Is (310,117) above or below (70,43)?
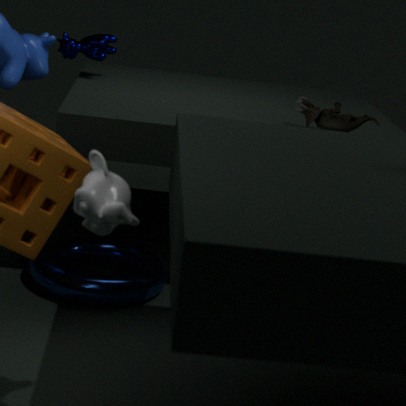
below
